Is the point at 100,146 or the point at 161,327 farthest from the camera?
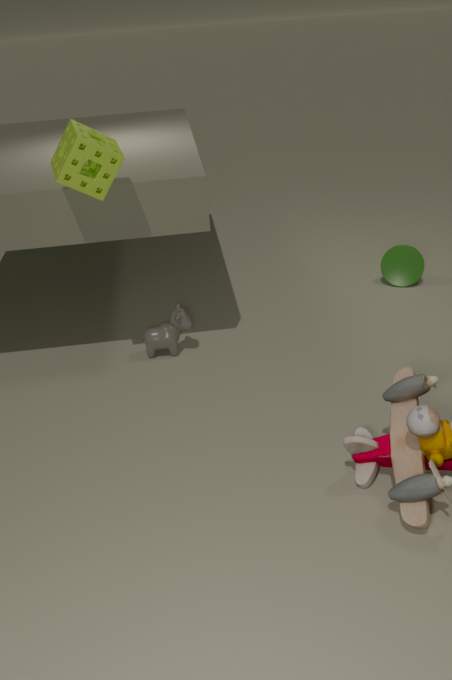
the point at 161,327
